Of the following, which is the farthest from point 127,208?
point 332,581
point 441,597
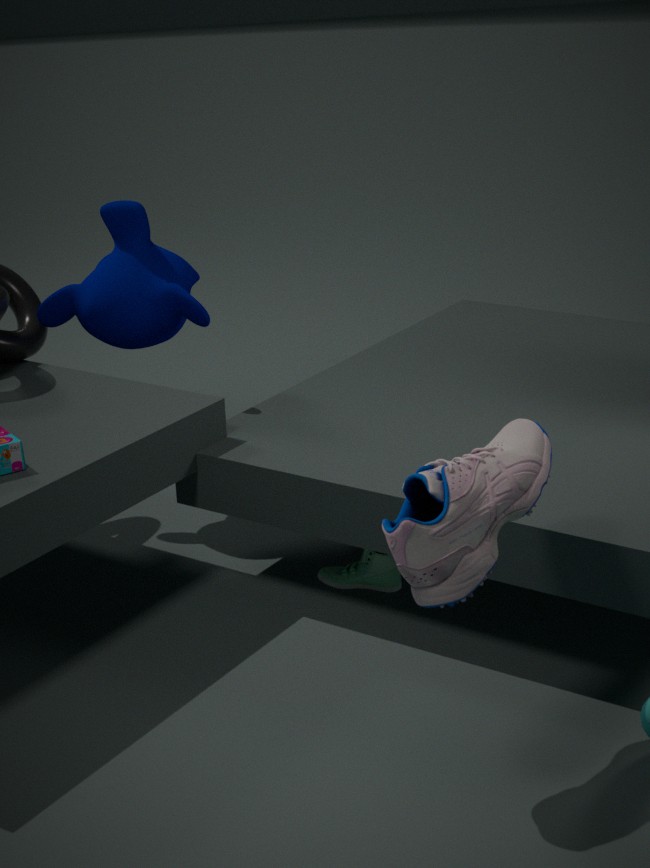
point 441,597
